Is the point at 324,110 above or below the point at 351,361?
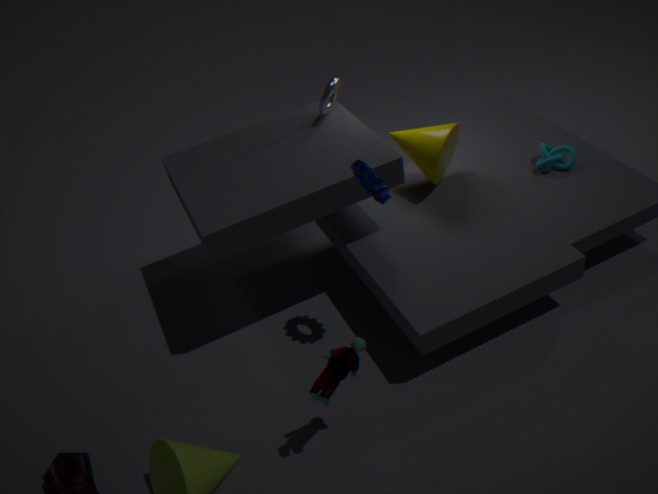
above
